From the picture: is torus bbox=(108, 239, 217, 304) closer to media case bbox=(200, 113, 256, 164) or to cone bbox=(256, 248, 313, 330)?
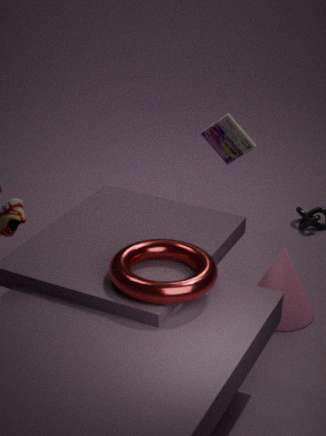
cone bbox=(256, 248, 313, 330)
